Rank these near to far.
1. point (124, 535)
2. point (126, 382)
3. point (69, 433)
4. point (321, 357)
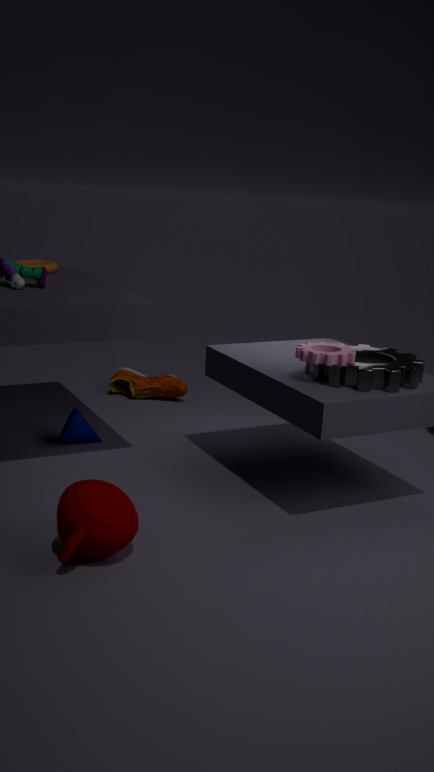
1. point (124, 535)
2. point (321, 357)
3. point (69, 433)
4. point (126, 382)
